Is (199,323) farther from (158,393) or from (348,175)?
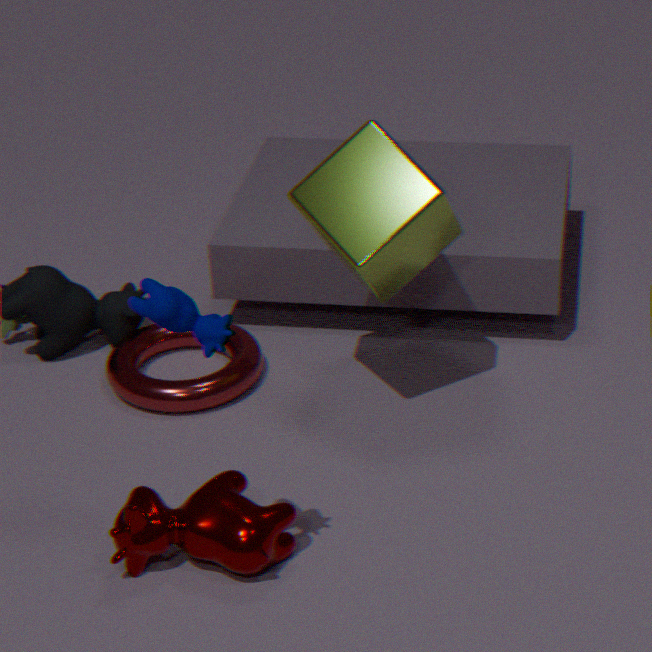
(158,393)
